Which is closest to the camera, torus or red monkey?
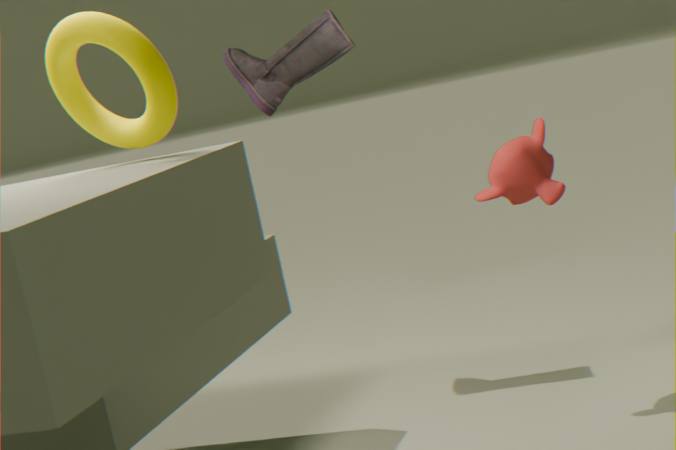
torus
